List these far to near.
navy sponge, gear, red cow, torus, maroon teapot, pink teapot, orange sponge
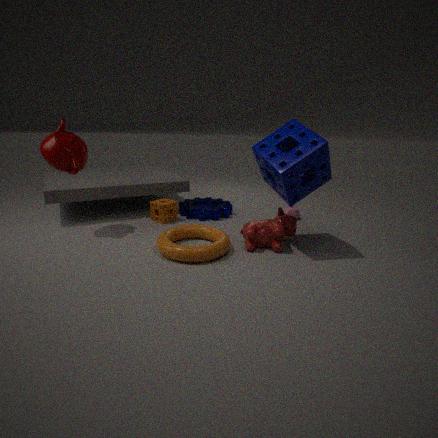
1. pink teapot
2. gear
3. orange sponge
4. maroon teapot
5. red cow
6. torus
7. navy sponge
